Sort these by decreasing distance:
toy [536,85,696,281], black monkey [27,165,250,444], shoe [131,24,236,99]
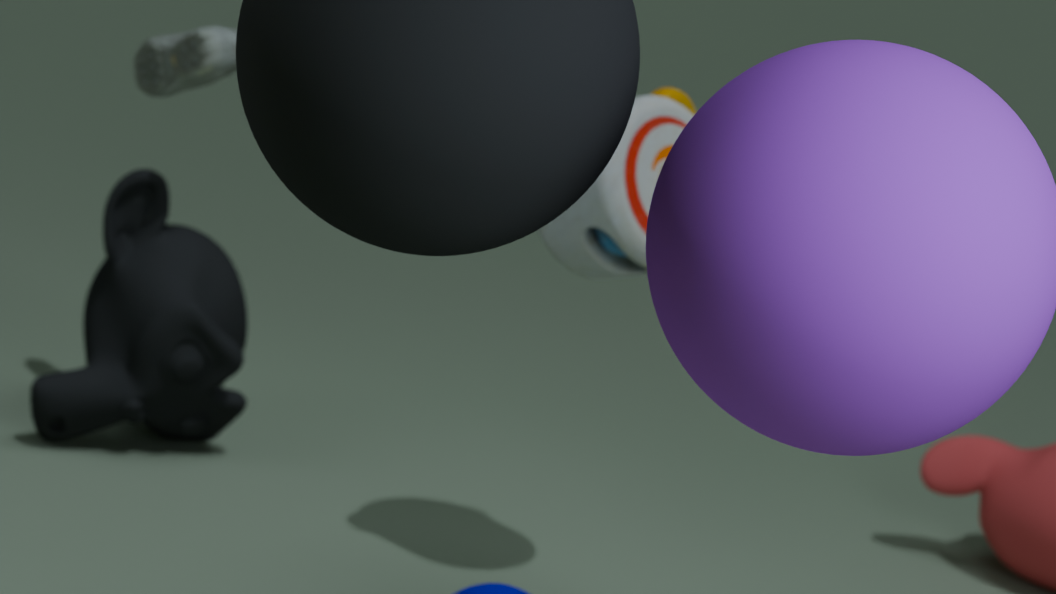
black monkey [27,165,250,444], shoe [131,24,236,99], toy [536,85,696,281]
